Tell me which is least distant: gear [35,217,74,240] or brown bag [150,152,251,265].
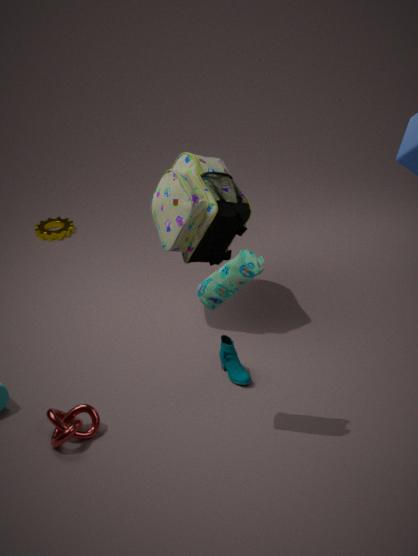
brown bag [150,152,251,265]
